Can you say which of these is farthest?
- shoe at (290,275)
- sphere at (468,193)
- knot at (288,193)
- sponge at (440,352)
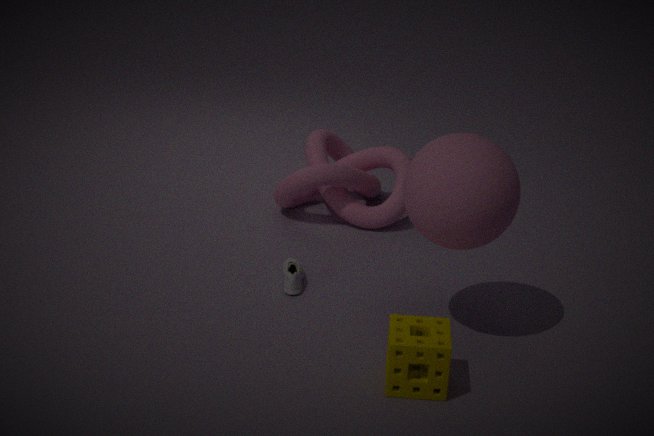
knot at (288,193)
